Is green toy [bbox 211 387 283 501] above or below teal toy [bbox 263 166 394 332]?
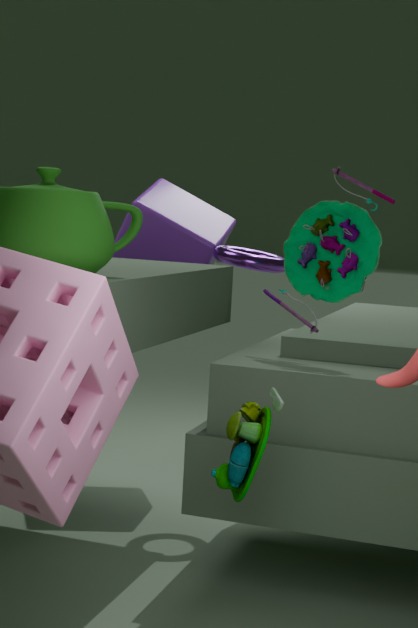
below
